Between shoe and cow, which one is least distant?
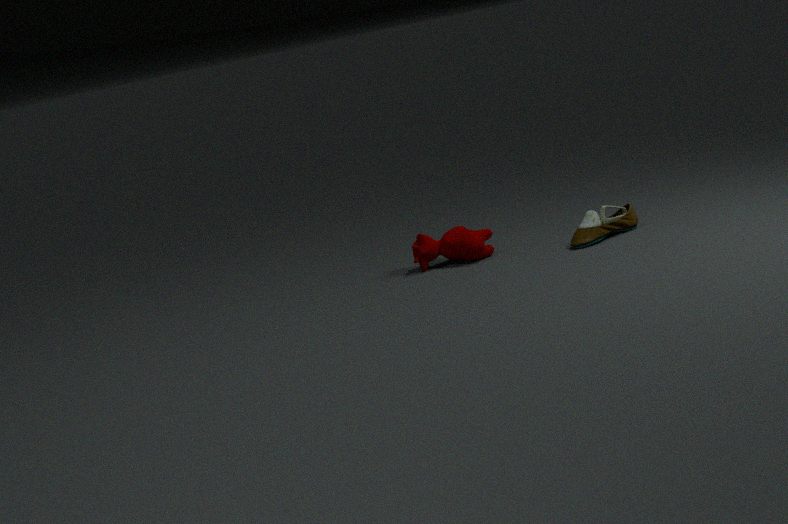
shoe
